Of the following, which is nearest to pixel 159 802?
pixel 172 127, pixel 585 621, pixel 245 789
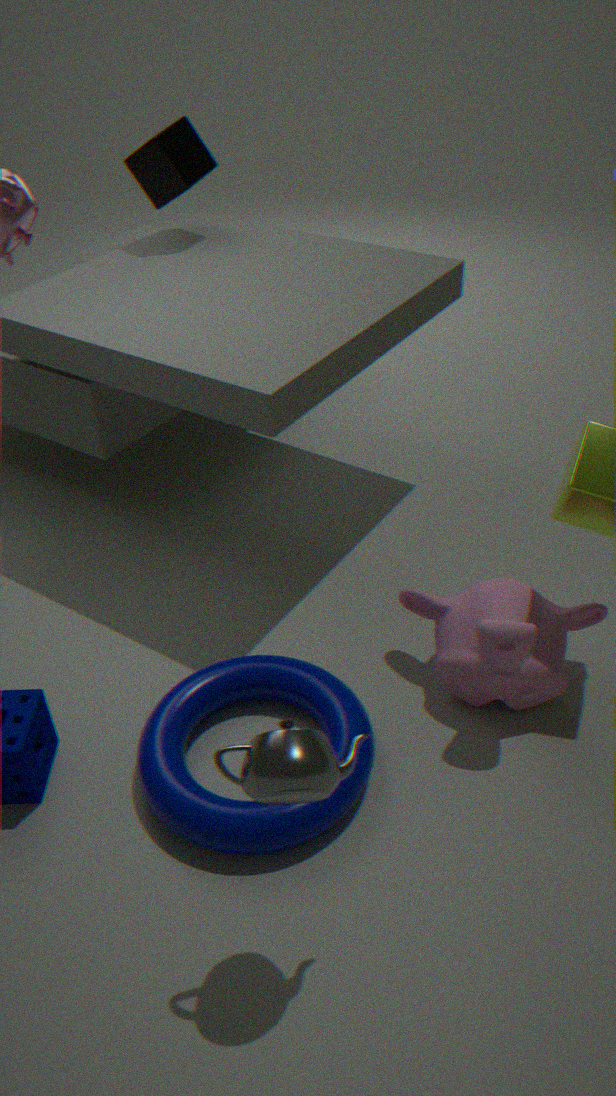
pixel 245 789
